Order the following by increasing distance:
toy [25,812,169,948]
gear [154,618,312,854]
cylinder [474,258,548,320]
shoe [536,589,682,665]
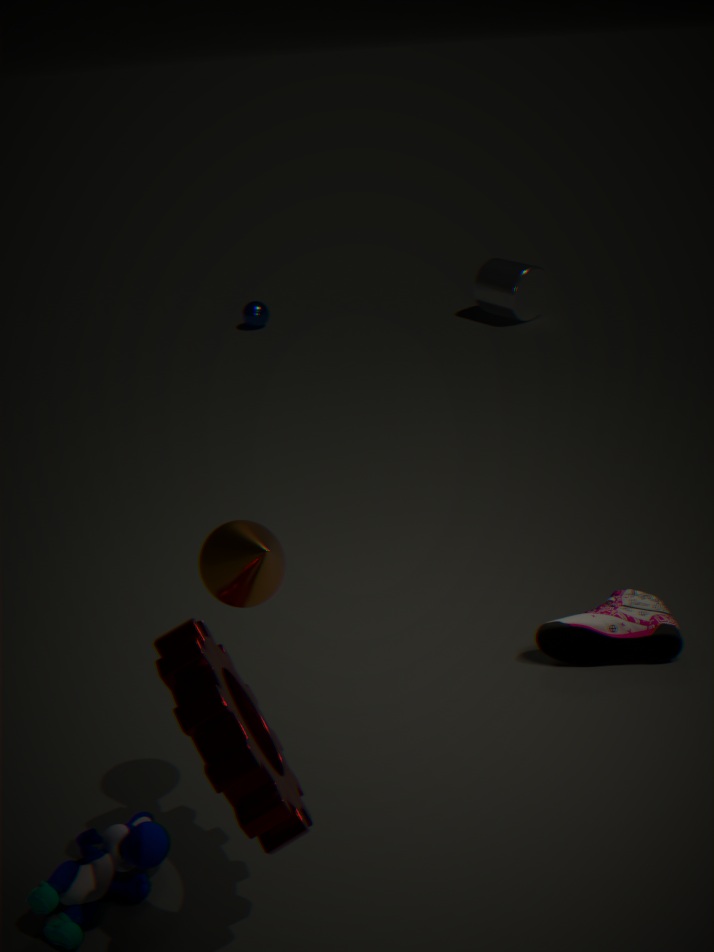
gear [154,618,312,854]
toy [25,812,169,948]
shoe [536,589,682,665]
cylinder [474,258,548,320]
